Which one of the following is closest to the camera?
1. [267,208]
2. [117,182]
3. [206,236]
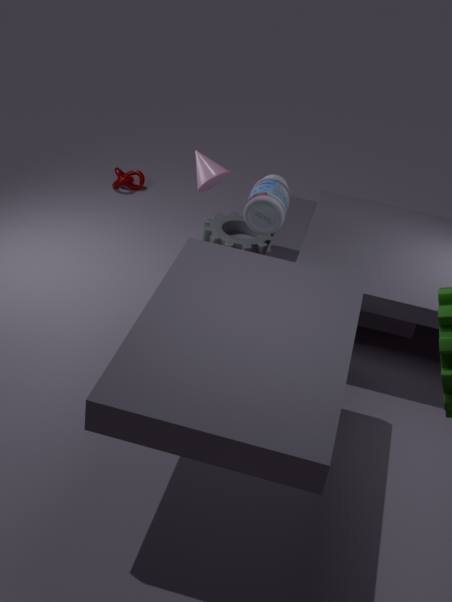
[267,208]
